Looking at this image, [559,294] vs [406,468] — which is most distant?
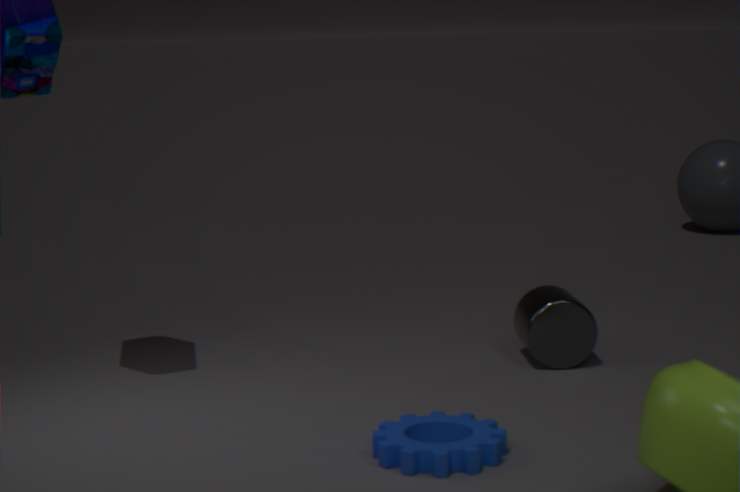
[559,294]
